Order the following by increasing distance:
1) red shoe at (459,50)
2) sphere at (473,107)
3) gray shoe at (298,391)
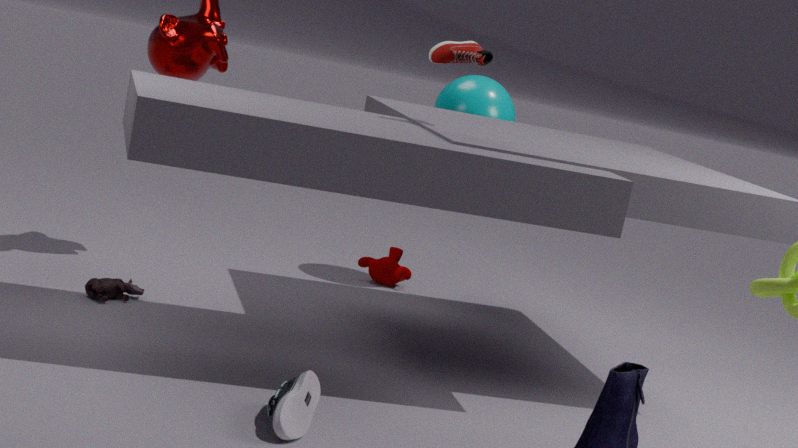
3. gray shoe at (298,391) → 1. red shoe at (459,50) → 2. sphere at (473,107)
